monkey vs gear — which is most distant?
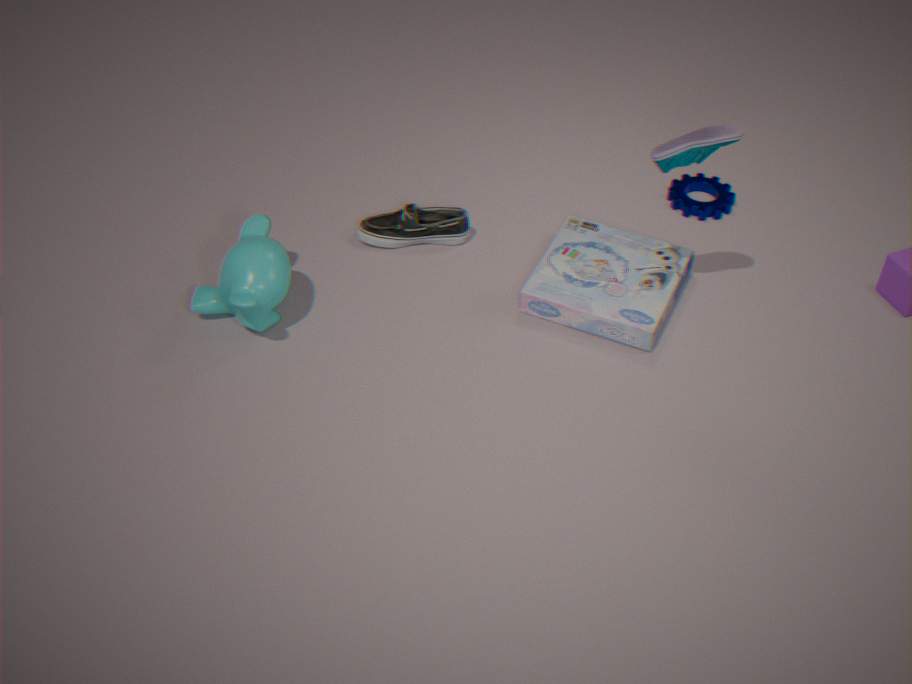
gear
